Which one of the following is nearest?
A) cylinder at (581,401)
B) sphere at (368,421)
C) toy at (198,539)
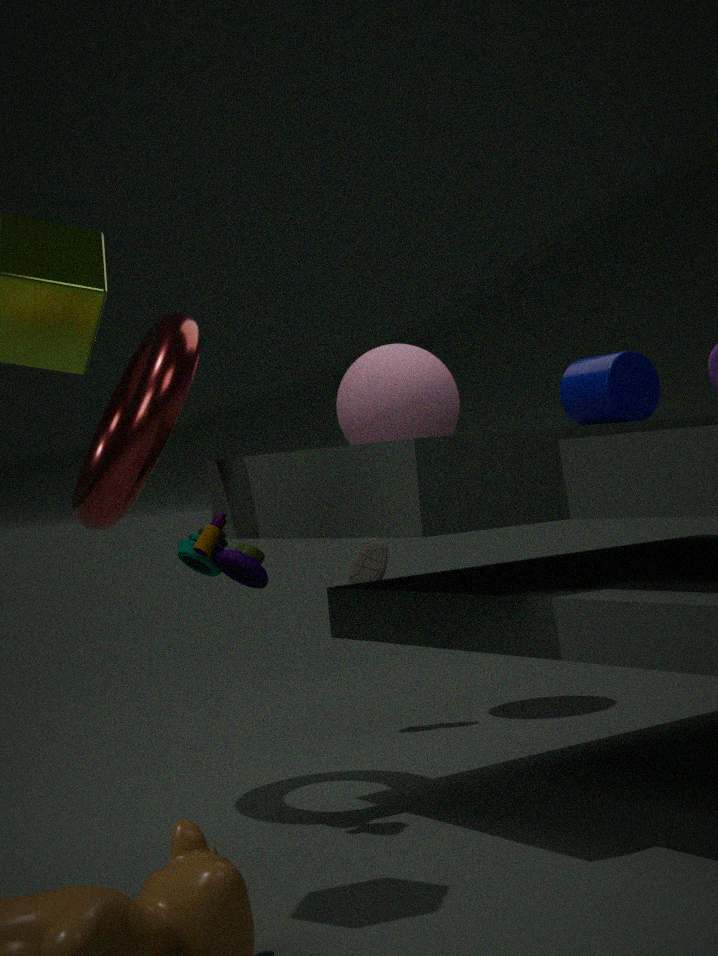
C. toy at (198,539)
